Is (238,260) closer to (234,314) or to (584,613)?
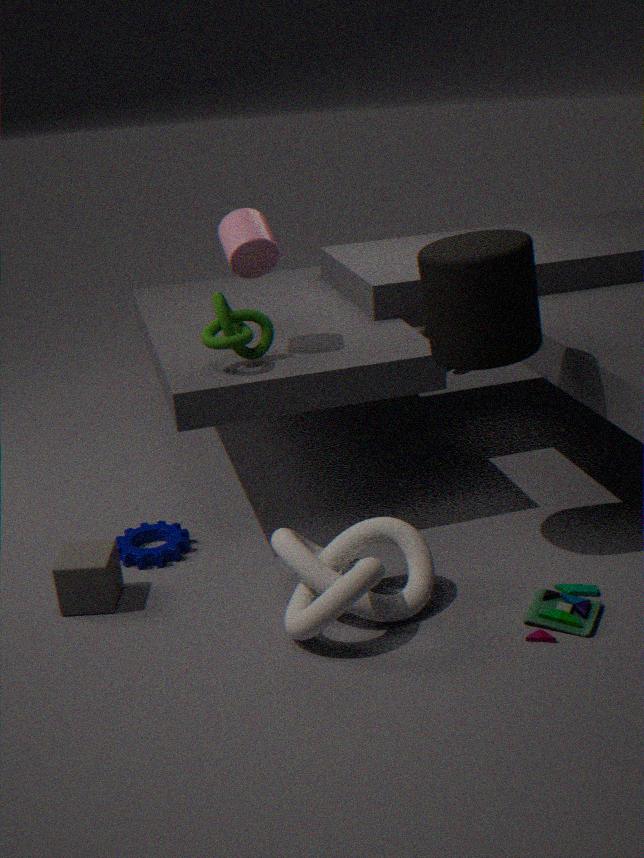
(234,314)
